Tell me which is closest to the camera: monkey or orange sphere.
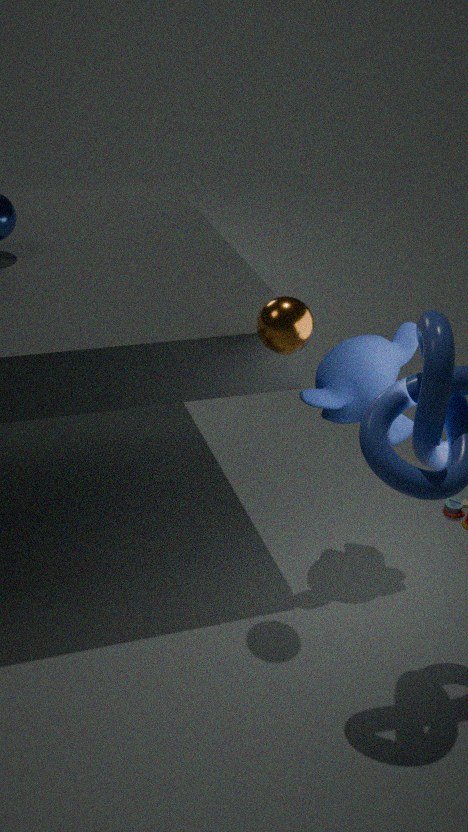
orange sphere
